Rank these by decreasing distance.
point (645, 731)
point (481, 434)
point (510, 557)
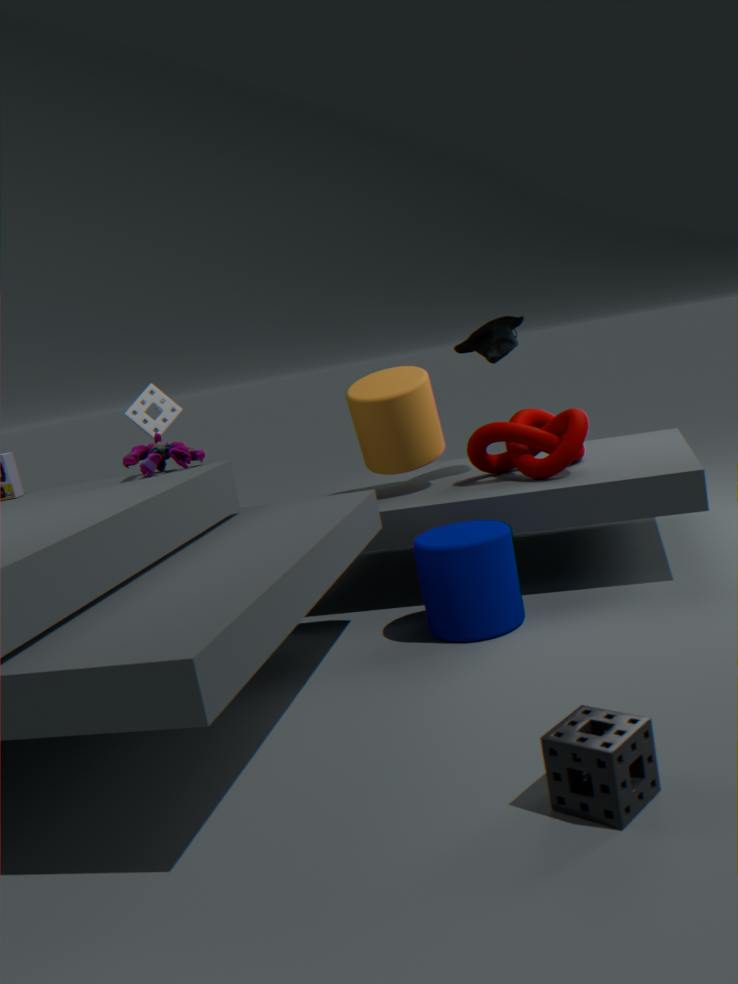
point (481, 434)
point (510, 557)
point (645, 731)
